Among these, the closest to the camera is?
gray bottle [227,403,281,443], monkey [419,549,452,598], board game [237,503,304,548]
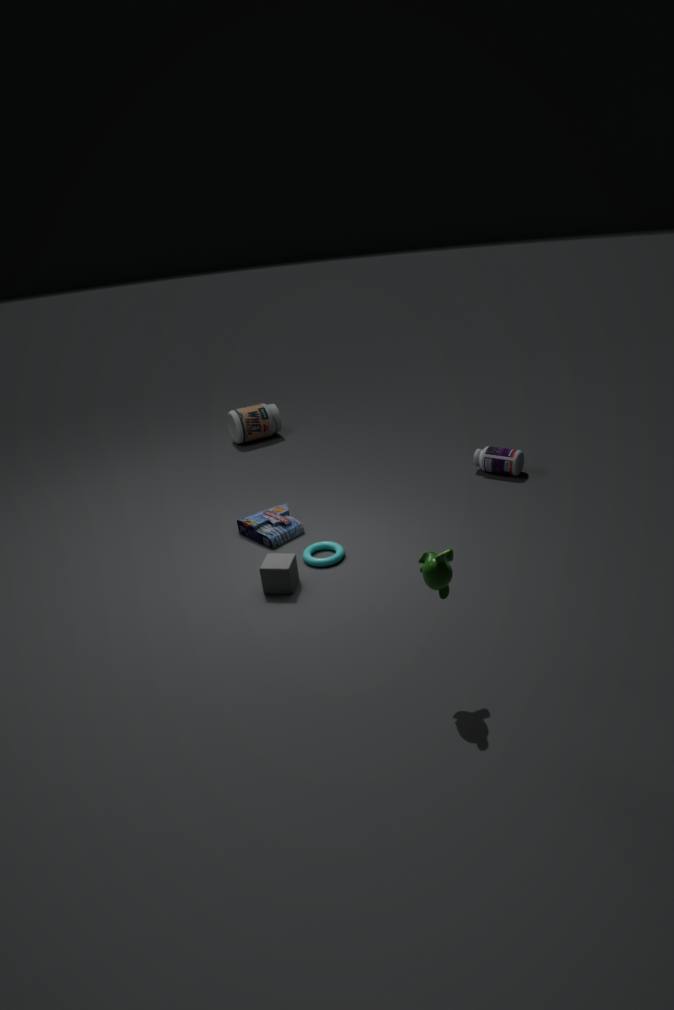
monkey [419,549,452,598]
